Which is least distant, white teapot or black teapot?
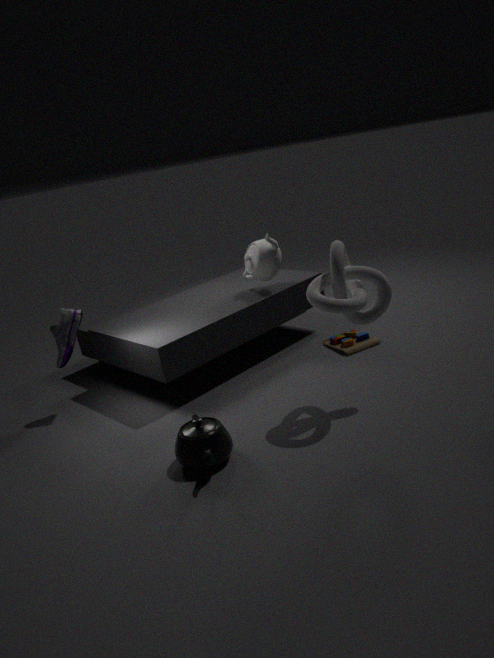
black teapot
